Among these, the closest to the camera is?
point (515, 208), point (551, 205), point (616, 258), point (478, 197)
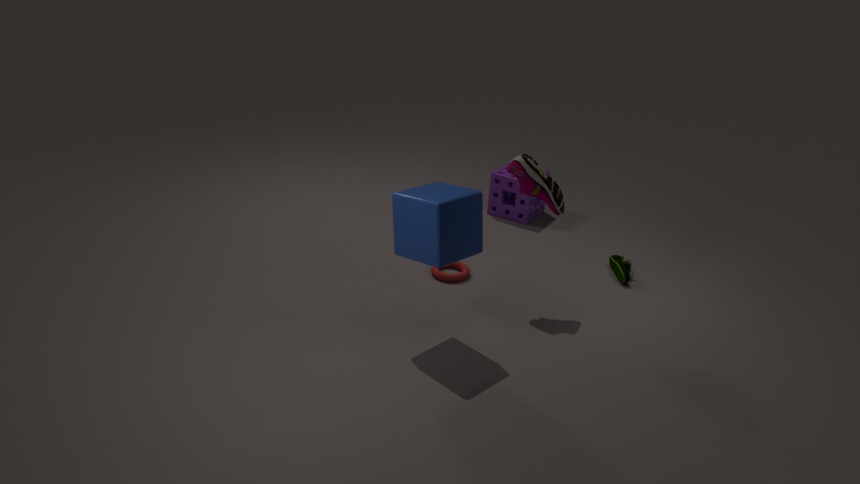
point (478, 197)
